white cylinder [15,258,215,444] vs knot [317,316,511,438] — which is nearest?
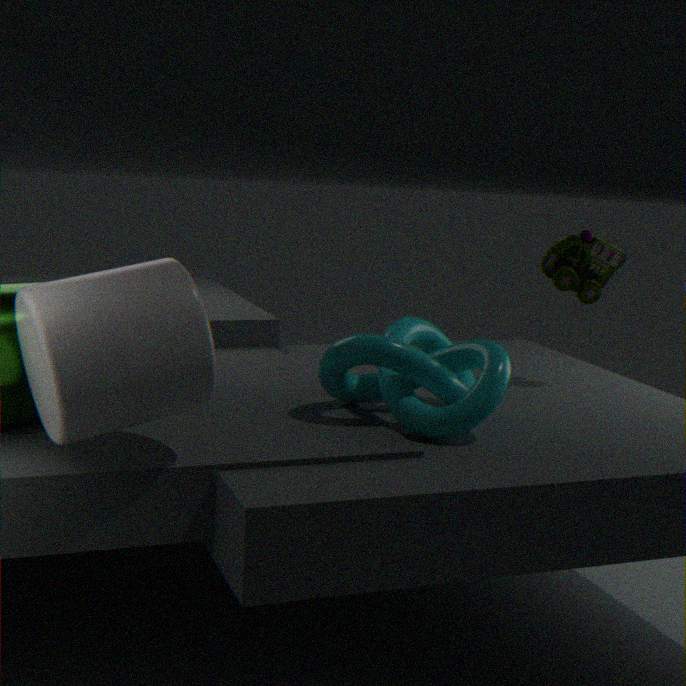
white cylinder [15,258,215,444]
